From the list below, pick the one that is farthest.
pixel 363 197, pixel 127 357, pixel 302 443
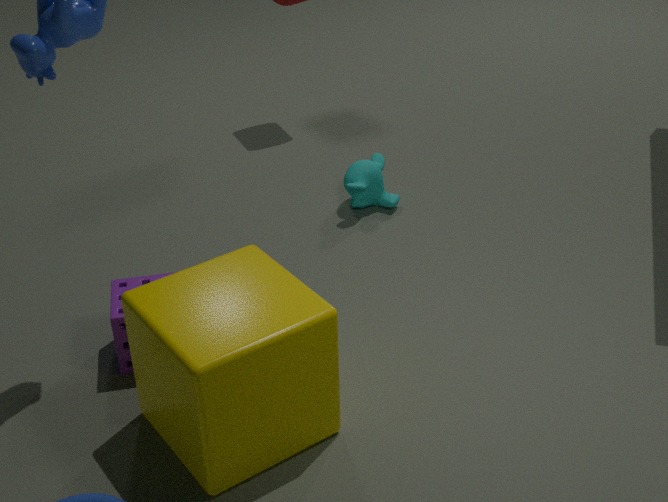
pixel 363 197
